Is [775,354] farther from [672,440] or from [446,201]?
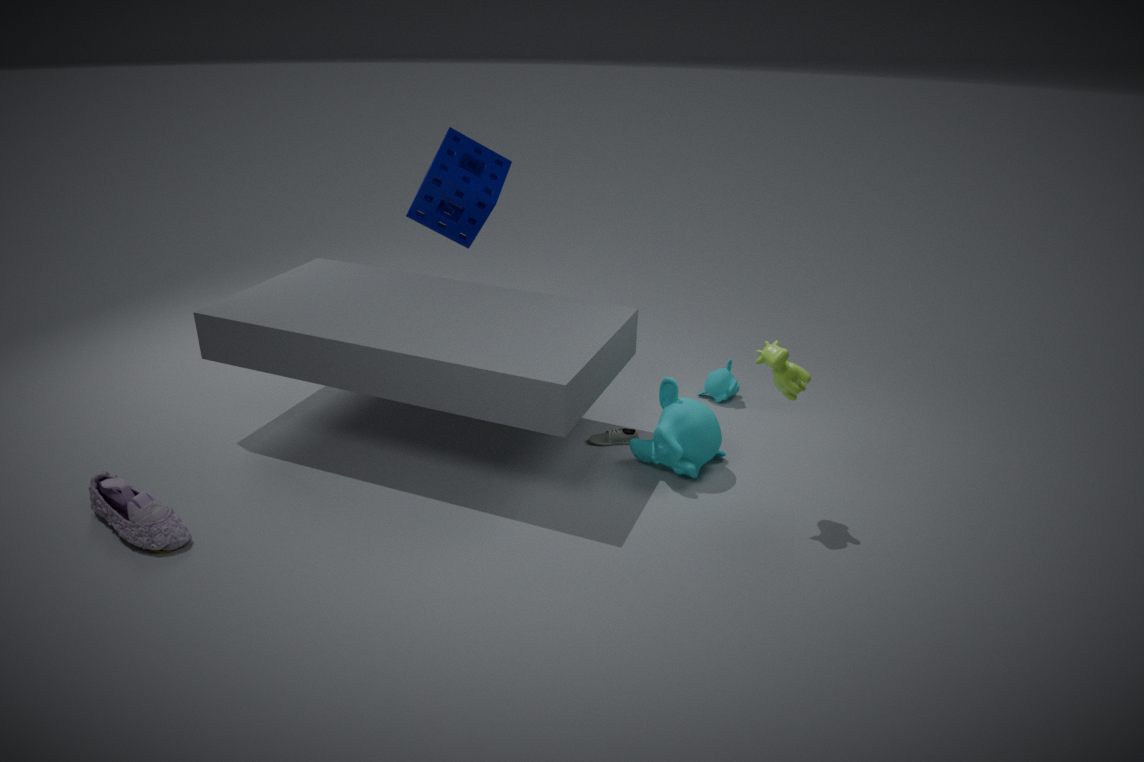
[446,201]
